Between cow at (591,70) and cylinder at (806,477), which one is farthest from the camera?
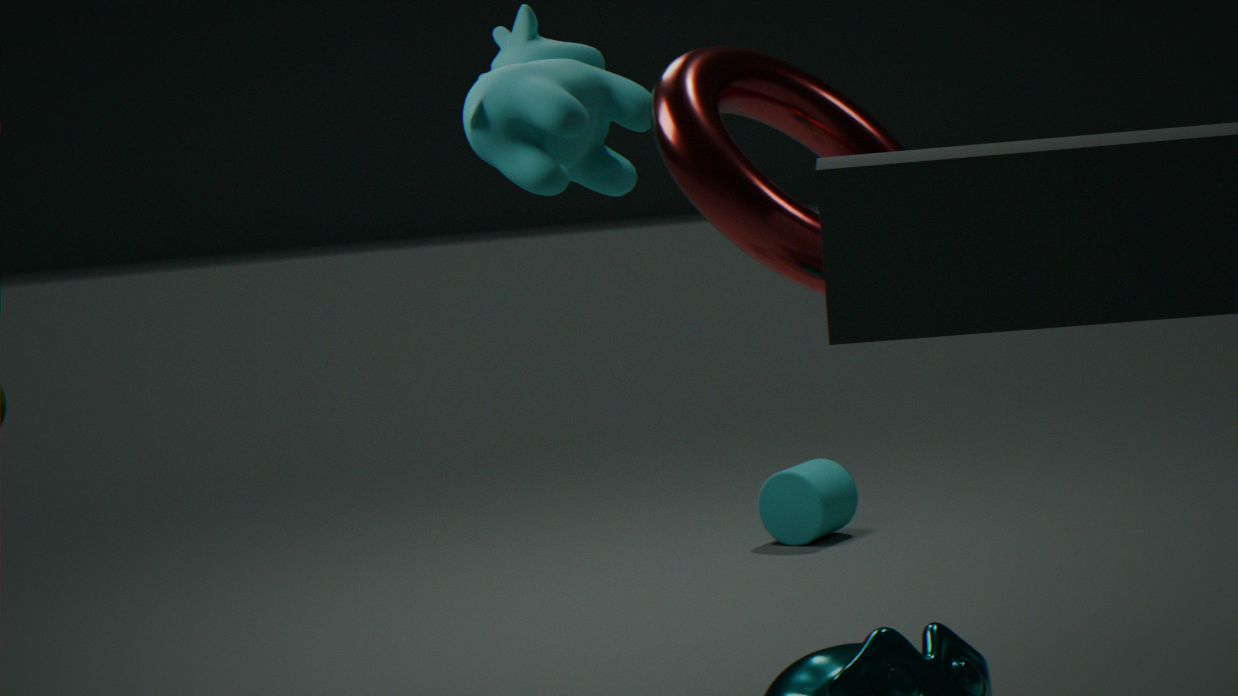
cylinder at (806,477)
